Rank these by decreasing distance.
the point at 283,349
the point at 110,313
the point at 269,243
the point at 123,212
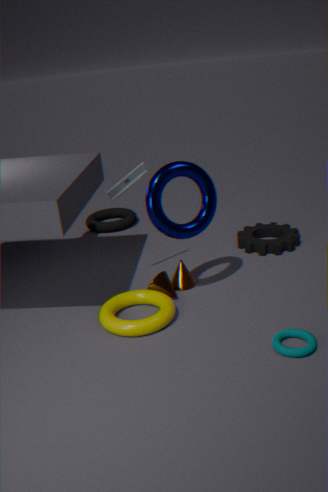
the point at 123,212
the point at 269,243
the point at 110,313
the point at 283,349
